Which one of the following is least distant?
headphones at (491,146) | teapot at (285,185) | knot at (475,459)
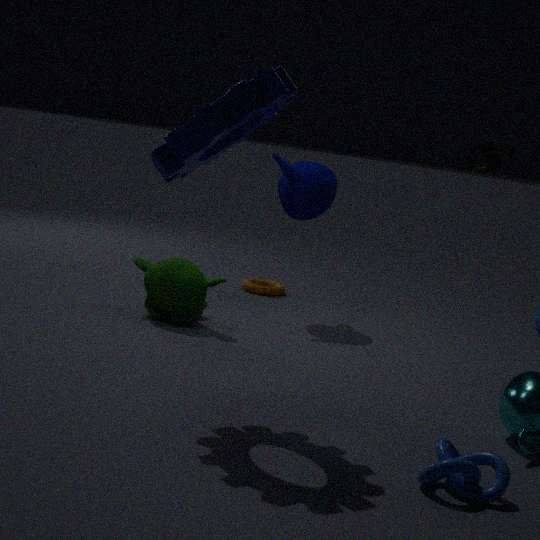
knot at (475,459)
